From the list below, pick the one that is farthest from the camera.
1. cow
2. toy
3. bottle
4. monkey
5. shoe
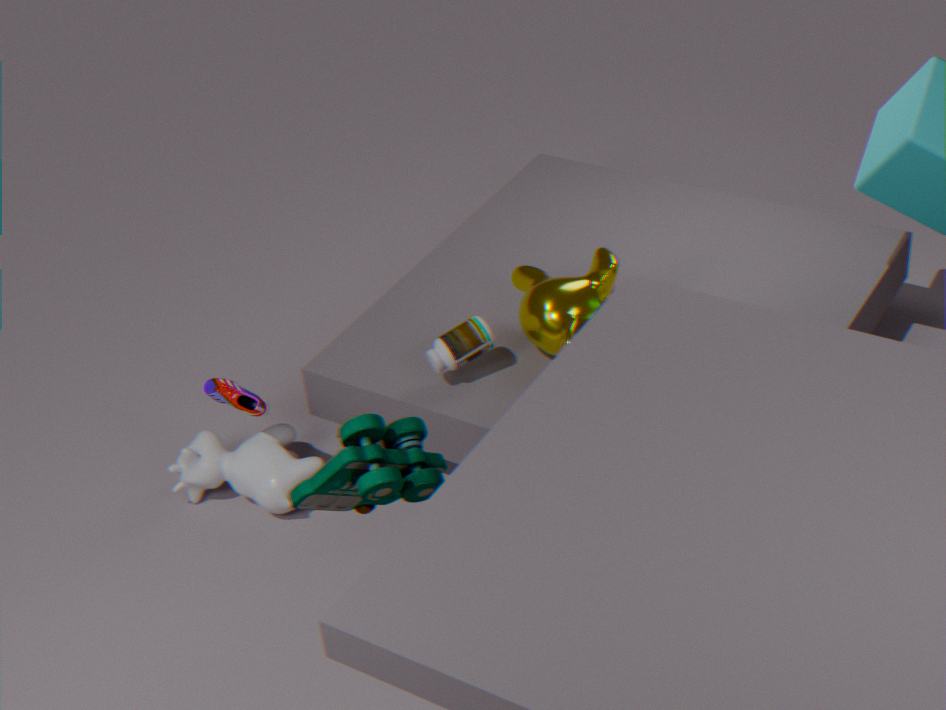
cow
